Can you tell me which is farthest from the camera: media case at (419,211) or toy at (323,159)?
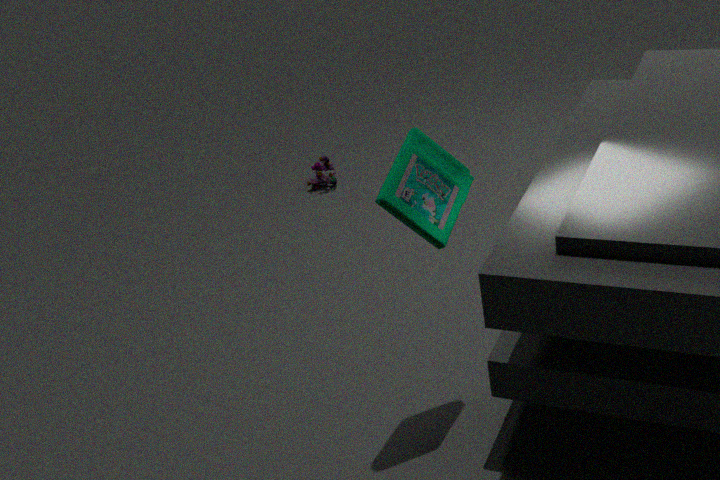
toy at (323,159)
